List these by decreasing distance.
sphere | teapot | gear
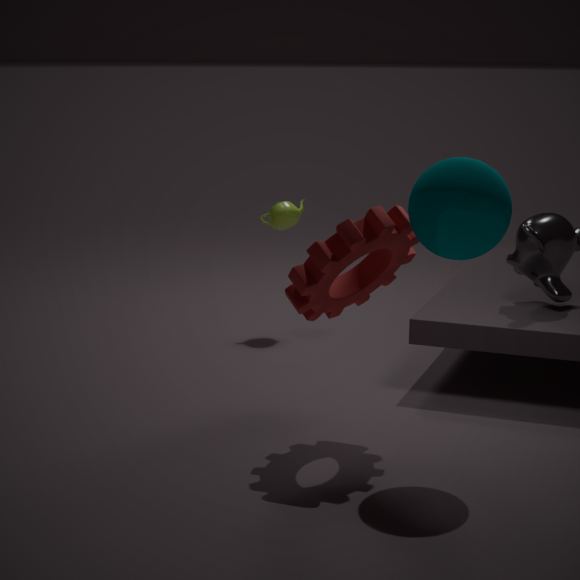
teapot → gear → sphere
